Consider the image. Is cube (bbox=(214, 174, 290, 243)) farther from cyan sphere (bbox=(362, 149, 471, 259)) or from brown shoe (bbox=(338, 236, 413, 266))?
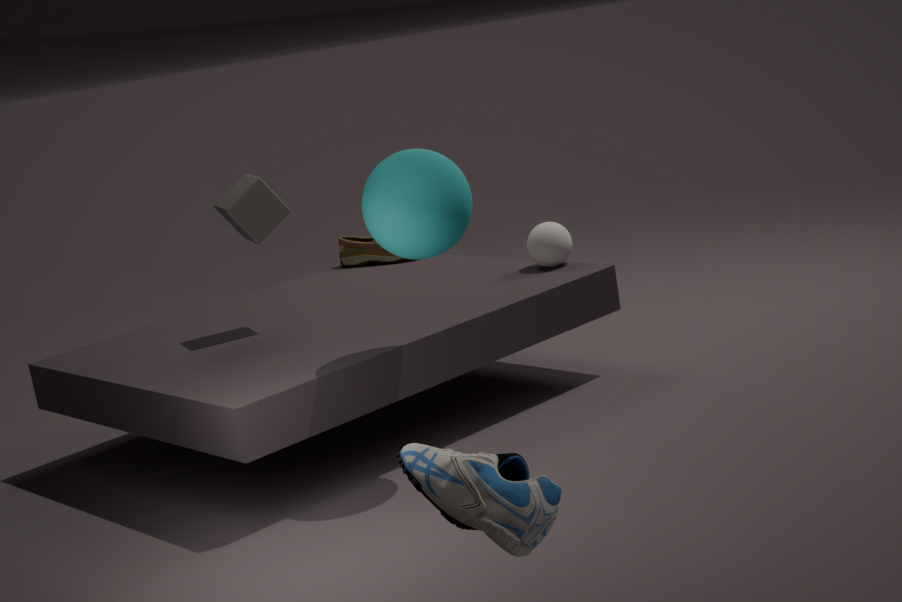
brown shoe (bbox=(338, 236, 413, 266))
